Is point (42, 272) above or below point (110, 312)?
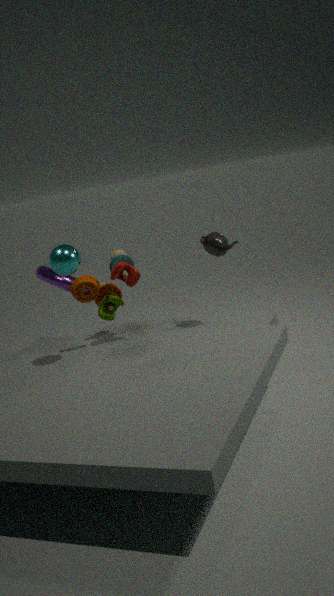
below
